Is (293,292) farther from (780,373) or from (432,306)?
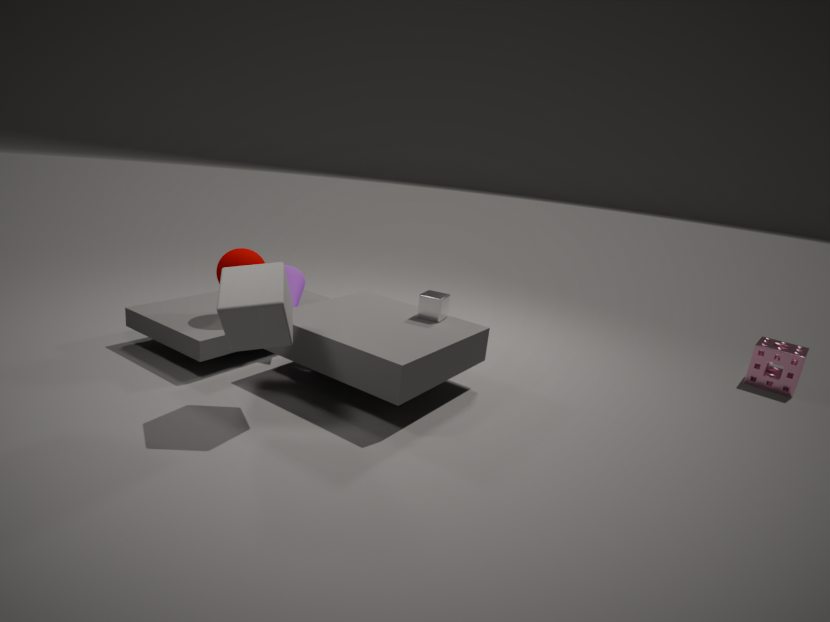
(780,373)
